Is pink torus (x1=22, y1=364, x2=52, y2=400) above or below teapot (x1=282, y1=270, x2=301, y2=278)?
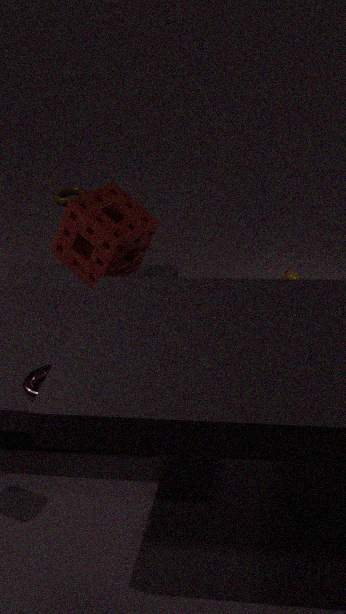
above
